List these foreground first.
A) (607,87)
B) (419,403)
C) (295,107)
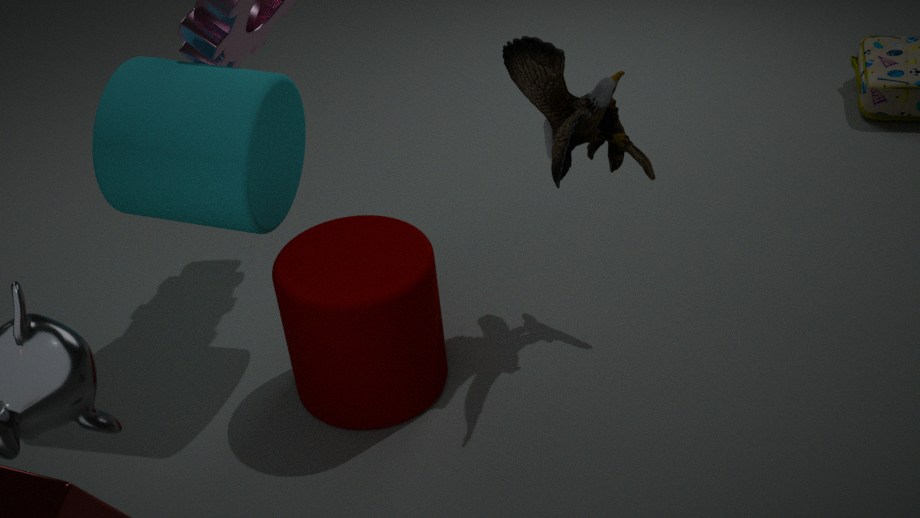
(607,87), (419,403), (295,107)
